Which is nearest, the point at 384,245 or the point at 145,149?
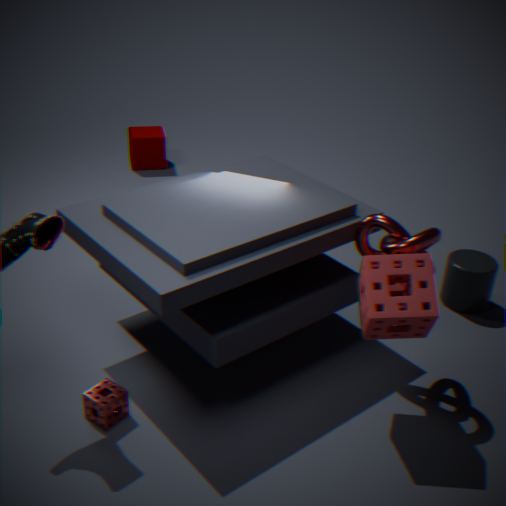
the point at 384,245
